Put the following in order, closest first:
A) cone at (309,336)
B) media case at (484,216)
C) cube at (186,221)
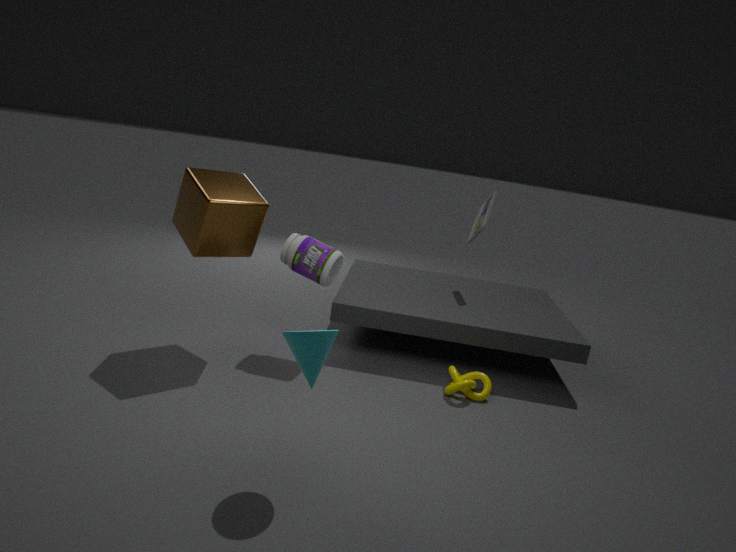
cone at (309,336), cube at (186,221), media case at (484,216)
